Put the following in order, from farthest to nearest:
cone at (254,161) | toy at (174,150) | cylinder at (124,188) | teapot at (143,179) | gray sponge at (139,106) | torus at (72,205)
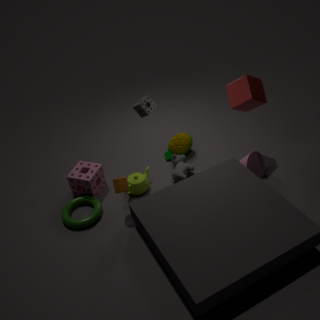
toy at (174,150), teapot at (143,179), cone at (254,161), torus at (72,205), gray sponge at (139,106), cylinder at (124,188)
